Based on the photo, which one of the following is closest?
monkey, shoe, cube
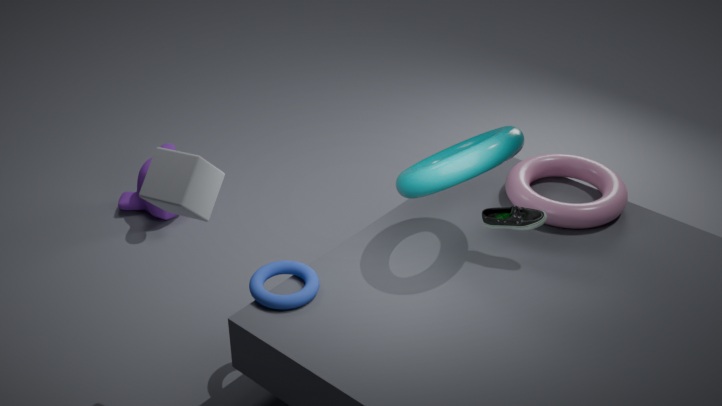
cube
